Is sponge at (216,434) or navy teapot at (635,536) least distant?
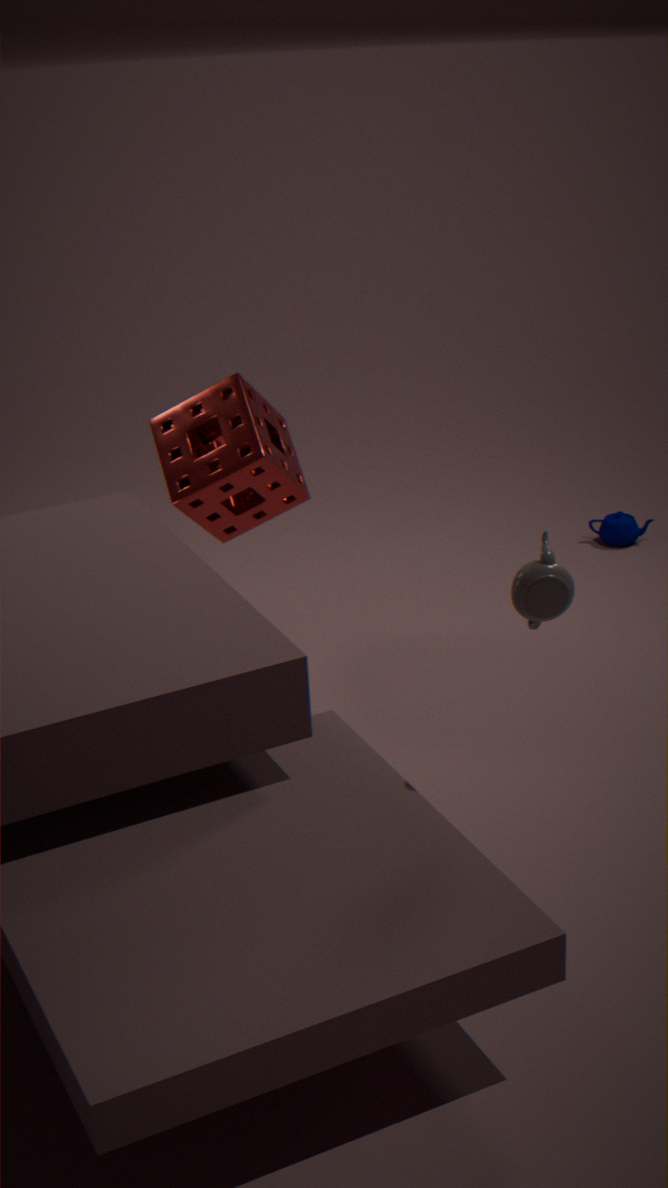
sponge at (216,434)
